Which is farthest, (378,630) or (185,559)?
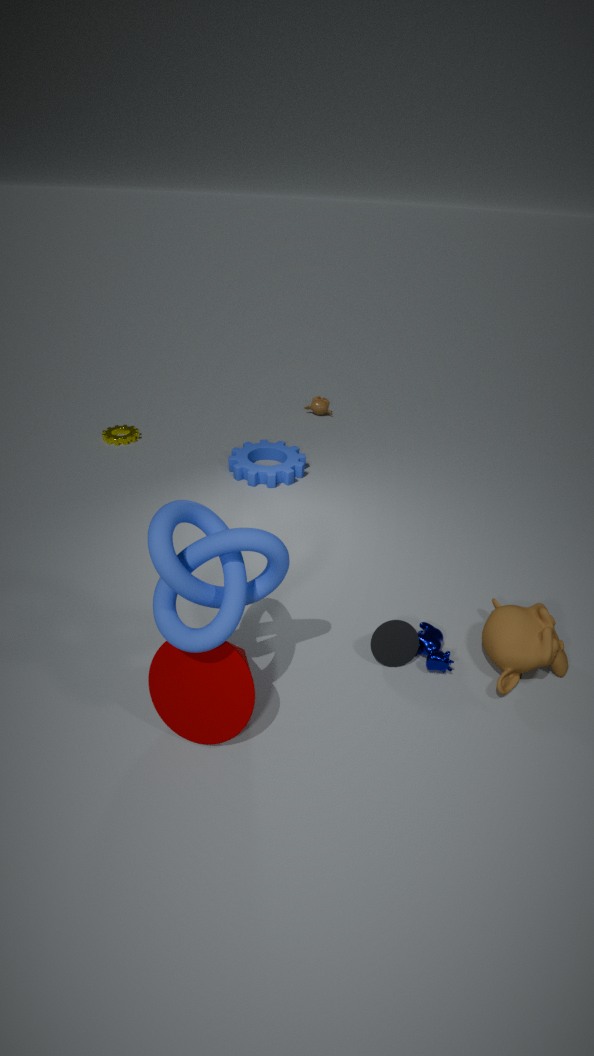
(378,630)
